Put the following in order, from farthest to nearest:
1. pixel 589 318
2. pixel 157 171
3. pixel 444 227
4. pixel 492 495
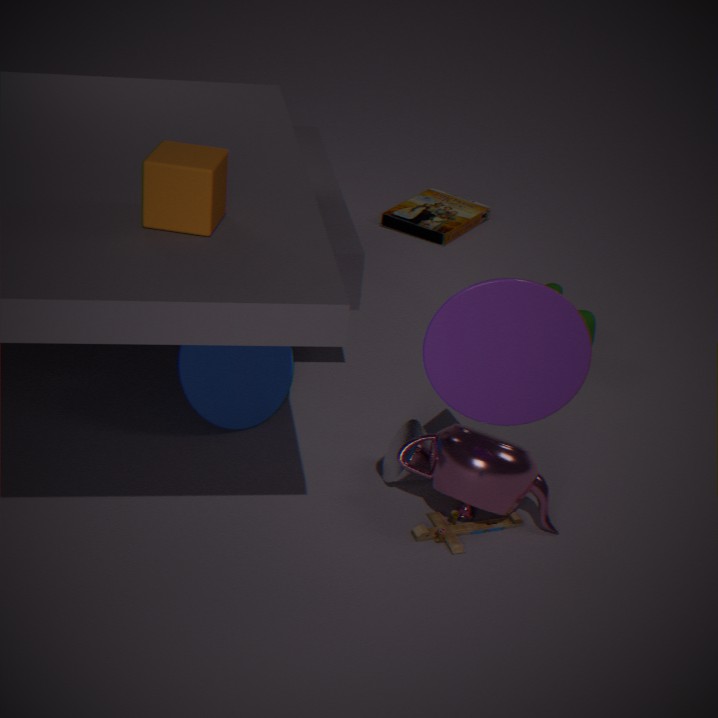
1. pixel 444 227
2. pixel 589 318
3. pixel 492 495
4. pixel 157 171
